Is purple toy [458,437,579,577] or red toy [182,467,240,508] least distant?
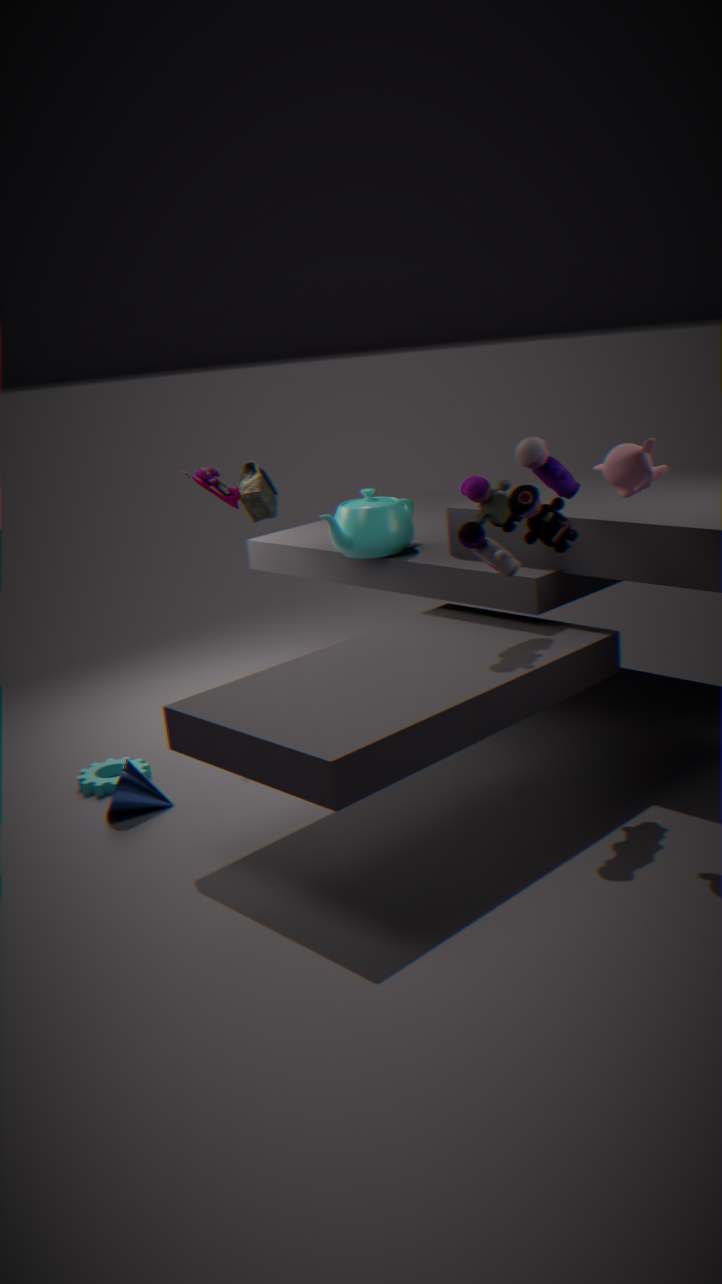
purple toy [458,437,579,577]
